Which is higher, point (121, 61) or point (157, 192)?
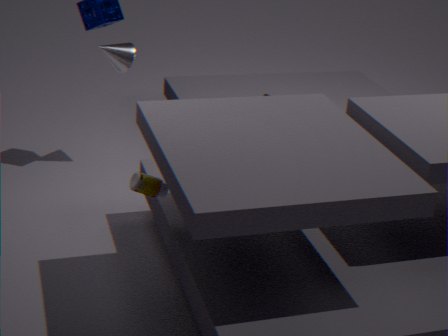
point (121, 61)
